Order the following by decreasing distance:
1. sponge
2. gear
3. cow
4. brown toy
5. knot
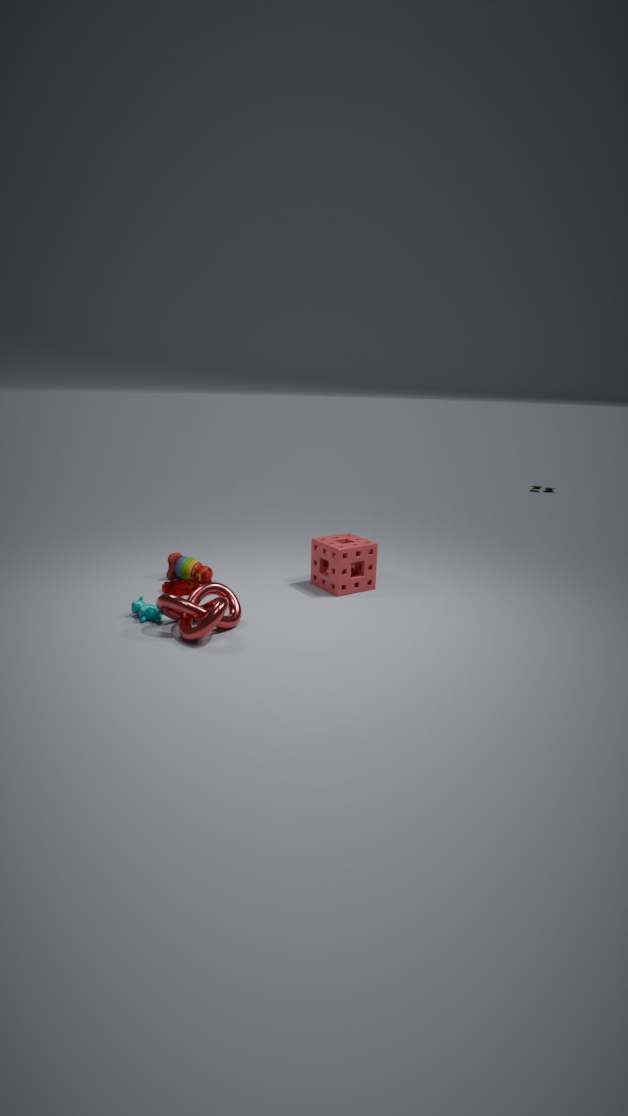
1. brown toy
2. sponge
3. gear
4. cow
5. knot
